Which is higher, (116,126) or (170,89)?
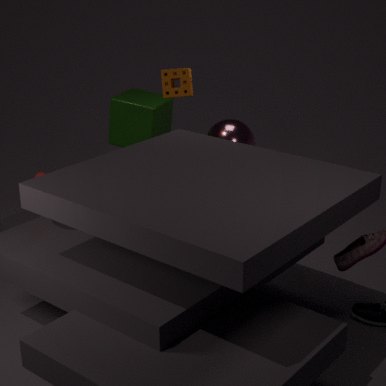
(170,89)
